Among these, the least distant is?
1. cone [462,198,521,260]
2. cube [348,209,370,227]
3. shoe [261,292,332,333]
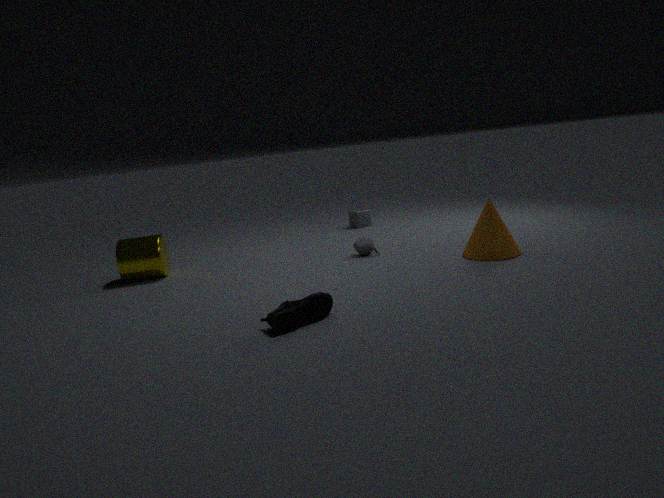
shoe [261,292,332,333]
